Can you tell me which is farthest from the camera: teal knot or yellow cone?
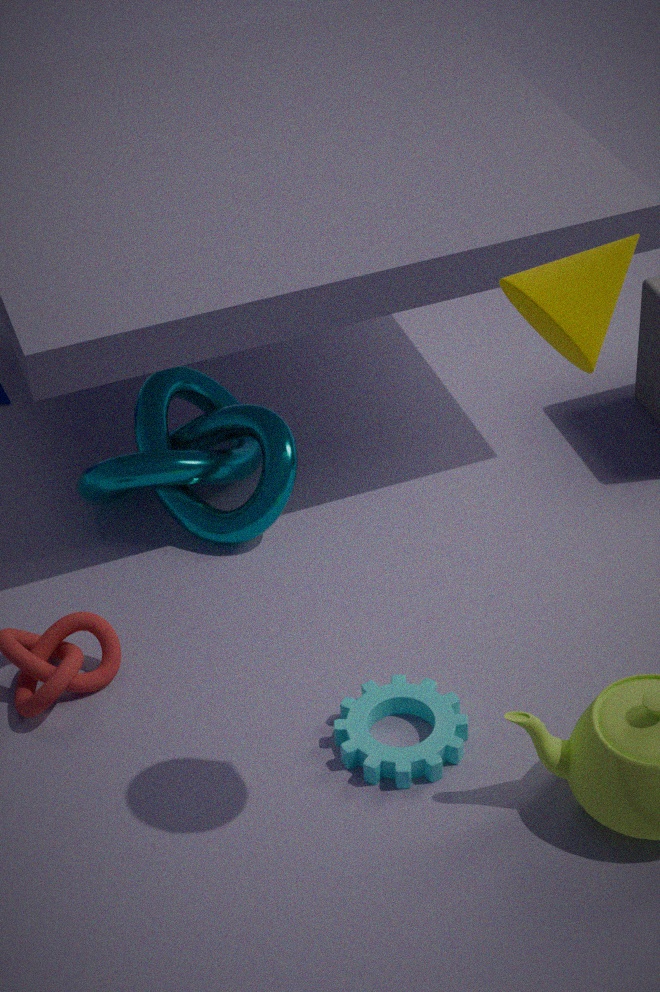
teal knot
